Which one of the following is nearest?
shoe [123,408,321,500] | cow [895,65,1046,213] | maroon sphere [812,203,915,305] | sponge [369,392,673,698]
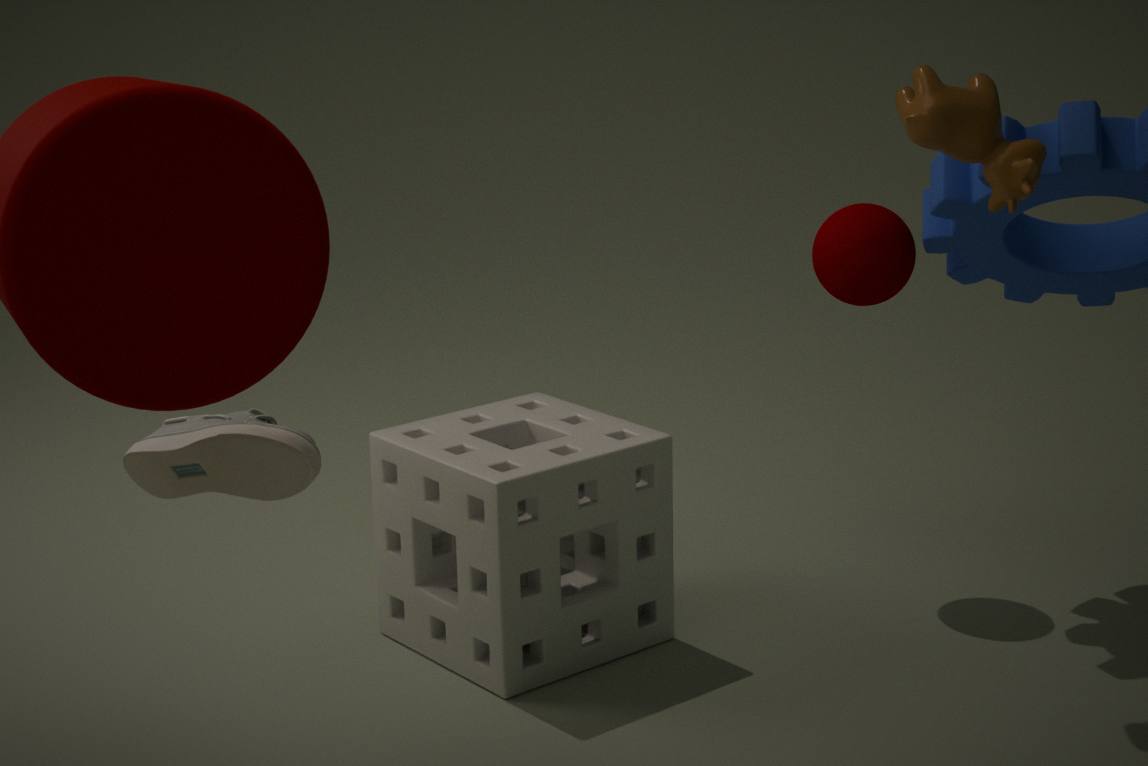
shoe [123,408,321,500]
